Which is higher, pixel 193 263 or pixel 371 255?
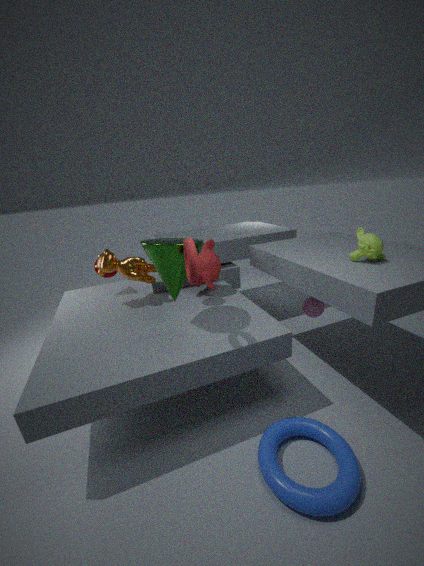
pixel 193 263
